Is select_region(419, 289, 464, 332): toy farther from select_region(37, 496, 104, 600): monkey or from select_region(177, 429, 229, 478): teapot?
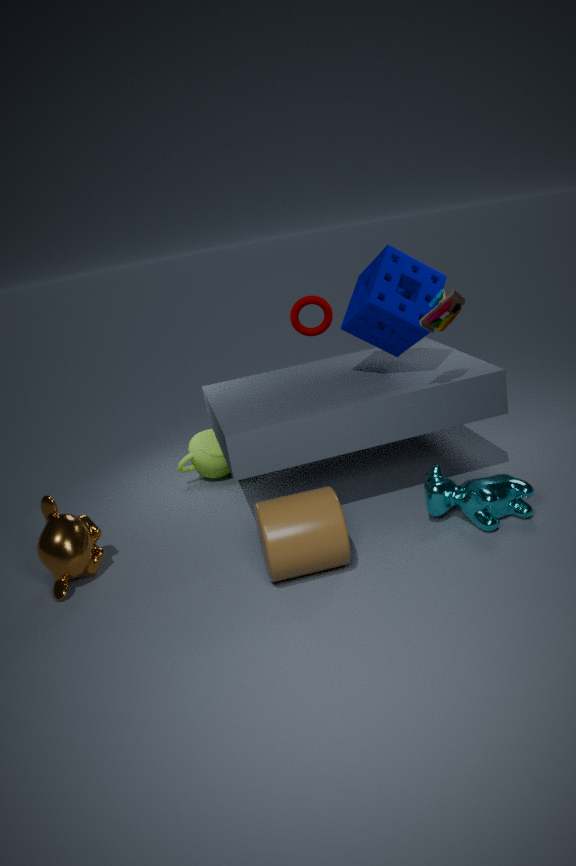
select_region(37, 496, 104, 600): monkey
